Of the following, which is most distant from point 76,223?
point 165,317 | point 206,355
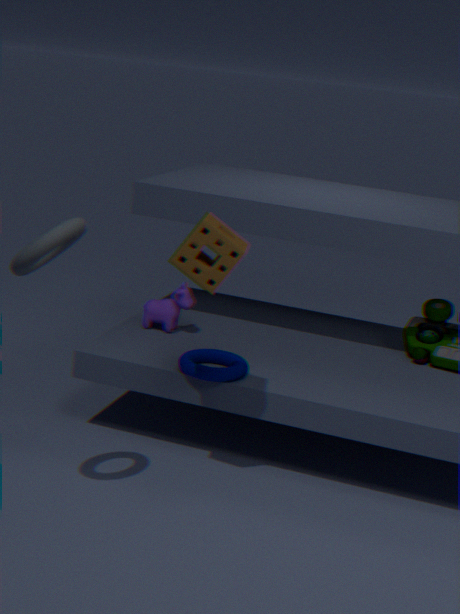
point 165,317
